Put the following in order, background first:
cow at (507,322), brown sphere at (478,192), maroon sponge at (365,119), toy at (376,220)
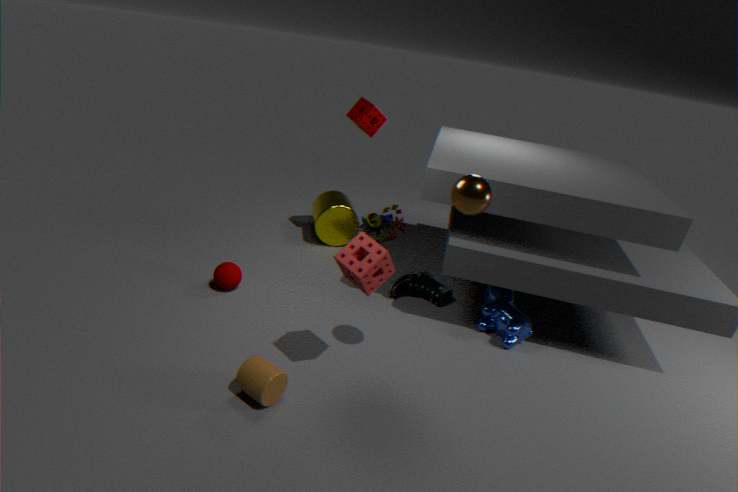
toy at (376,220) < maroon sponge at (365,119) < cow at (507,322) < brown sphere at (478,192)
